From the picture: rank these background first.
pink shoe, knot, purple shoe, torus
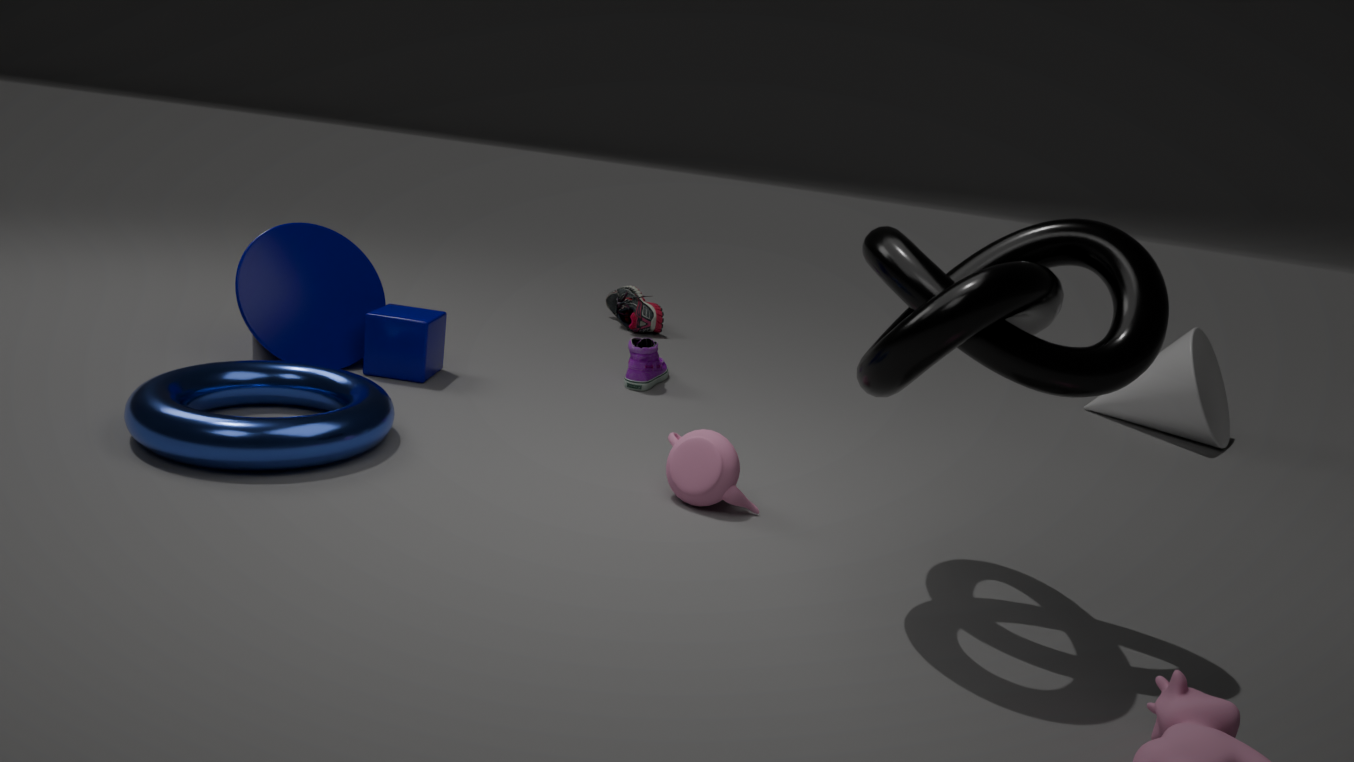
pink shoe < purple shoe < torus < knot
